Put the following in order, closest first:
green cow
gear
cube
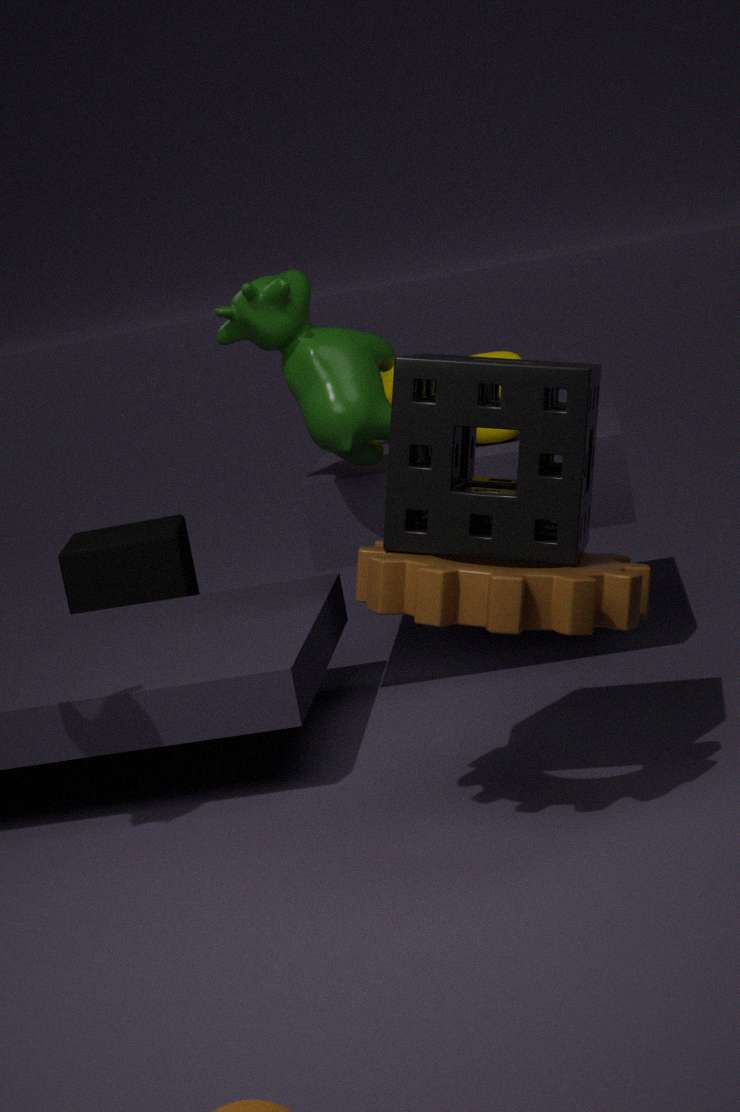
gear, green cow, cube
